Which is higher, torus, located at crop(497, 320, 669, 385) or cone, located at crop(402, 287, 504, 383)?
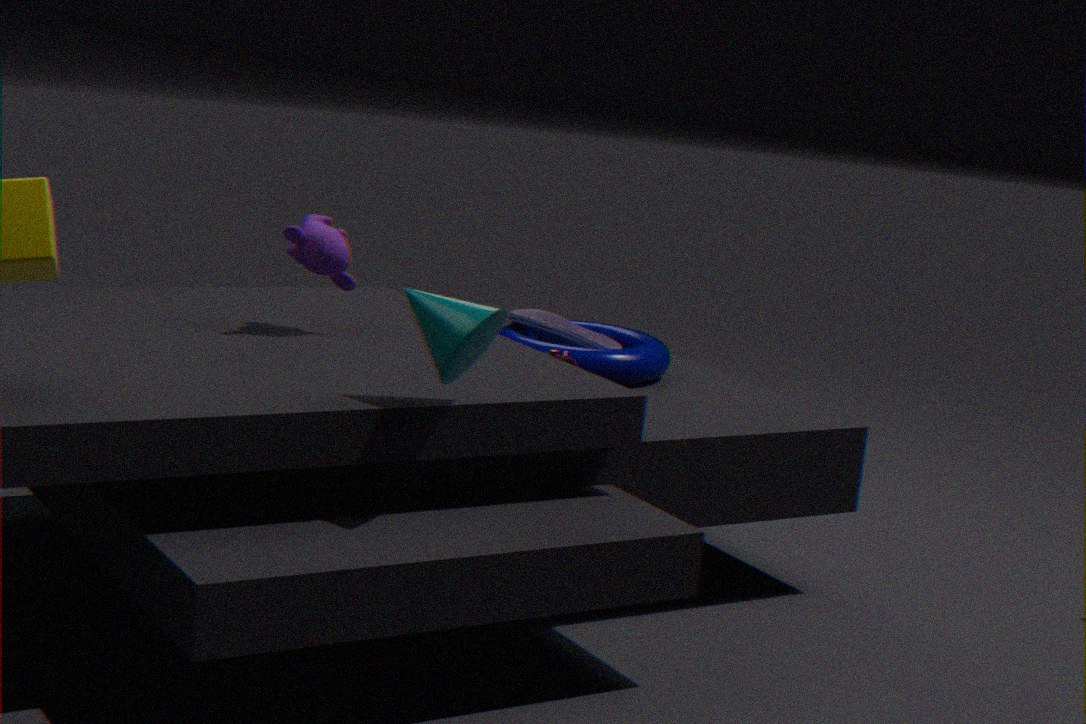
cone, located at crop(402, 287, 504, 383)
